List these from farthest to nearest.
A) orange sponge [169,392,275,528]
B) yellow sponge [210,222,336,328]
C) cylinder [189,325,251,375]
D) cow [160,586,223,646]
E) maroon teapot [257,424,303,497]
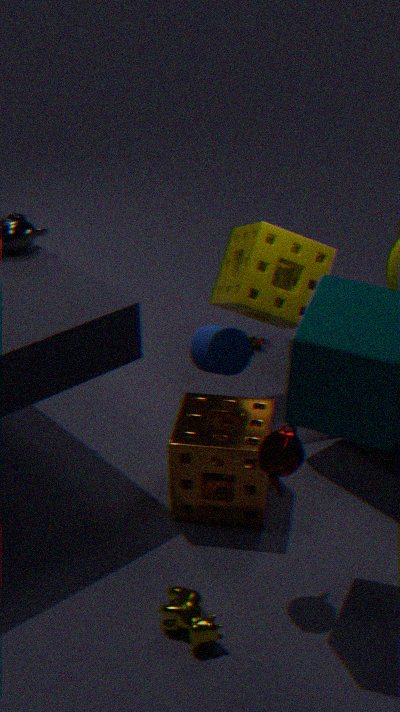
yellow sponge [210,222,336,328] → orange sponge [169,392,275,528] → cylinder [189,325,251,375] → maroon teapot [257,424,303,497] → cow [160,586,223,646]
